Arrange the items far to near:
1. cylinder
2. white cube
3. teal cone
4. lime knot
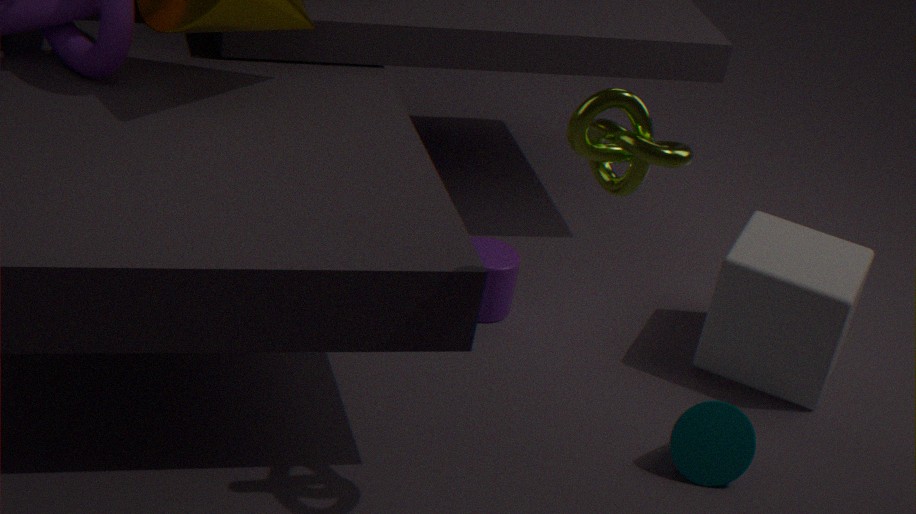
cylinder → white cube → teal cone → lime knot
